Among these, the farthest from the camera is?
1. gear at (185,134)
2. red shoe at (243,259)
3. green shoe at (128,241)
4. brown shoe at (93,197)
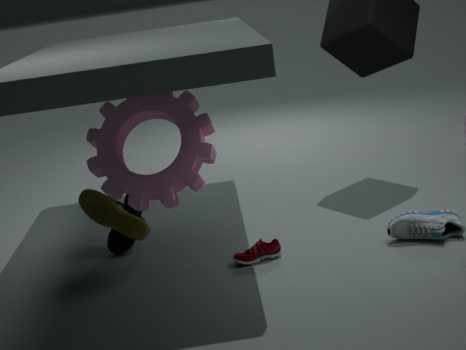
green shoe at (128,241)
